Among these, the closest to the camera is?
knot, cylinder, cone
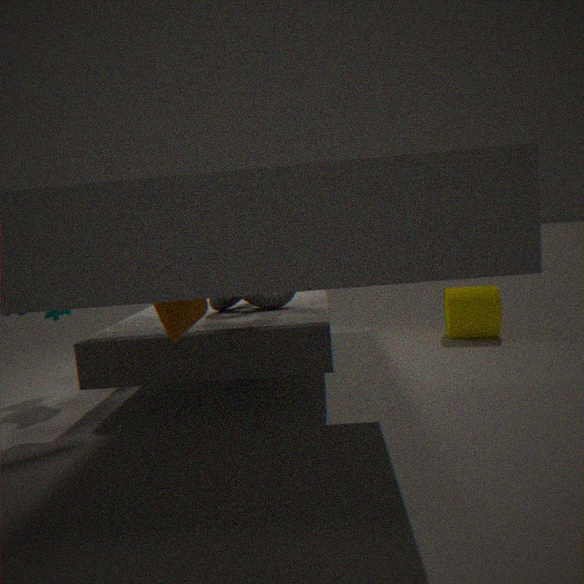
cone
